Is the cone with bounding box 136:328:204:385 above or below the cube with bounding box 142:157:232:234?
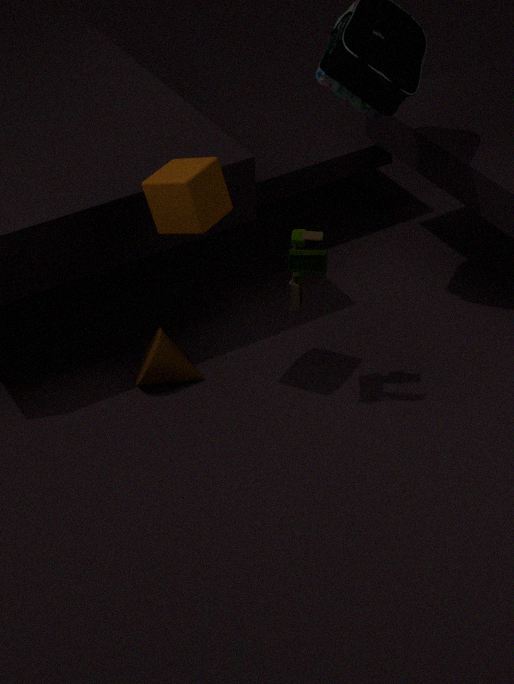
below
